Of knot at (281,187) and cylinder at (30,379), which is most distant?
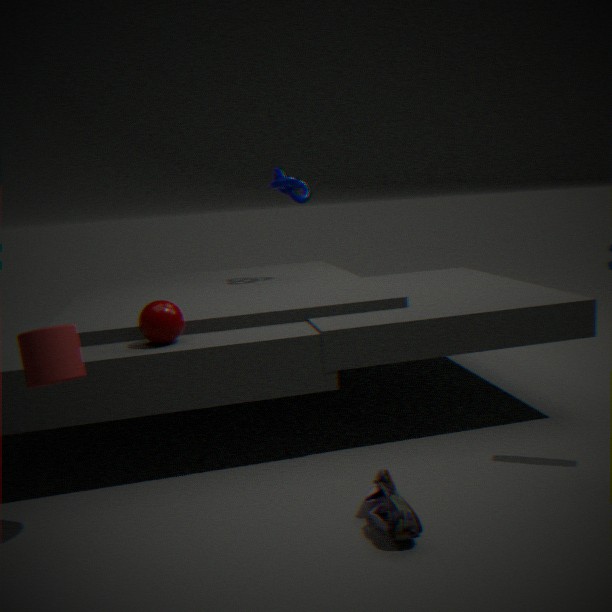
knot at (281,187)
